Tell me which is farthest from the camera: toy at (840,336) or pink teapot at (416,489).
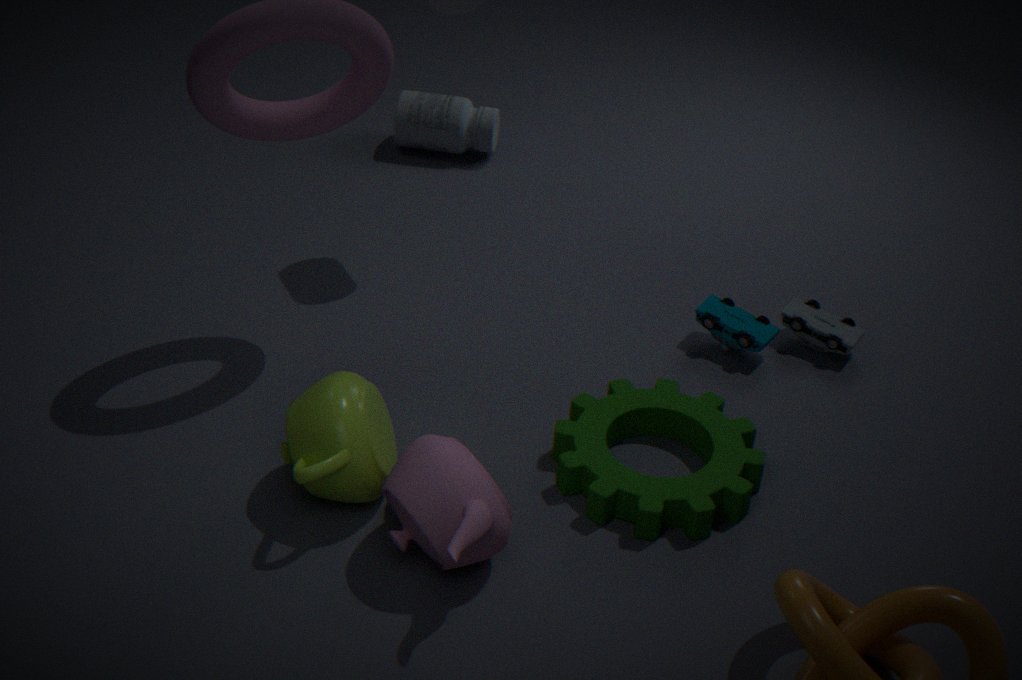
toy at (840,336)
